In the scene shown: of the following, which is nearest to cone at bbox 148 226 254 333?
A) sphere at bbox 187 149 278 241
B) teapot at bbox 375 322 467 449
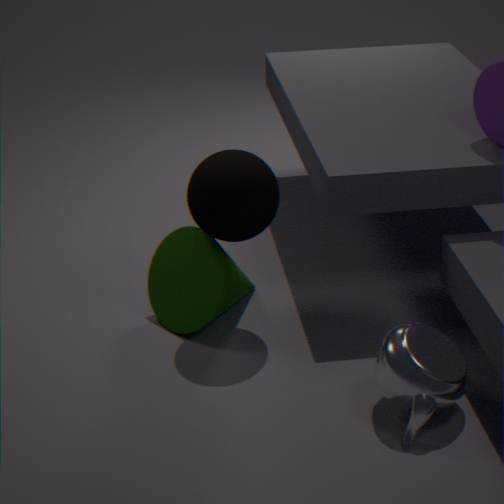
sphere at bbox 187 149 278 241
